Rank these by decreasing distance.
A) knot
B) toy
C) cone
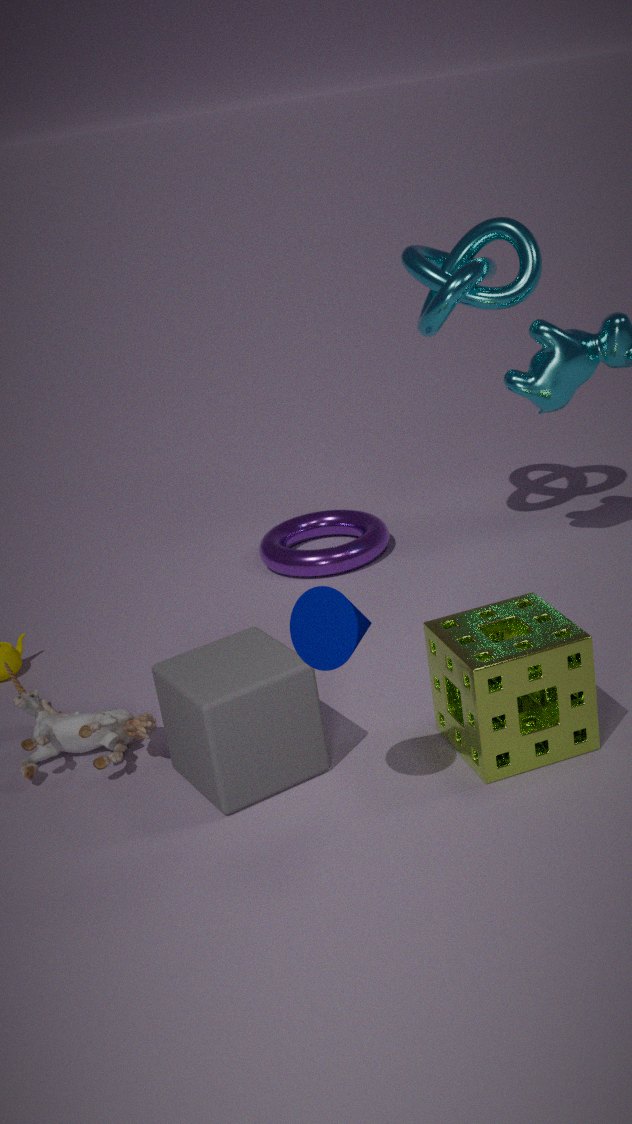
knot
toy
cone
